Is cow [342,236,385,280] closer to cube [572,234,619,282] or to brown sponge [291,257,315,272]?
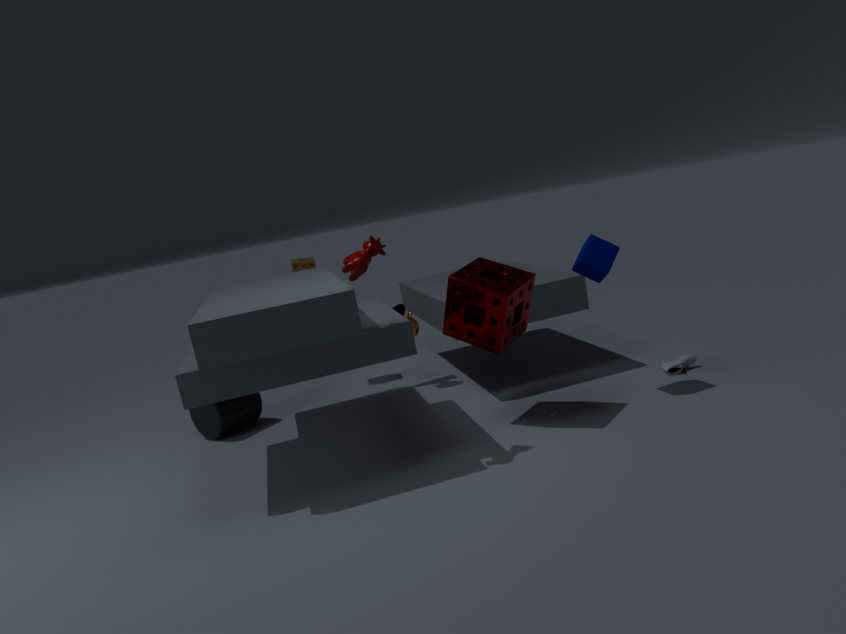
cube [572,234,619,282]
